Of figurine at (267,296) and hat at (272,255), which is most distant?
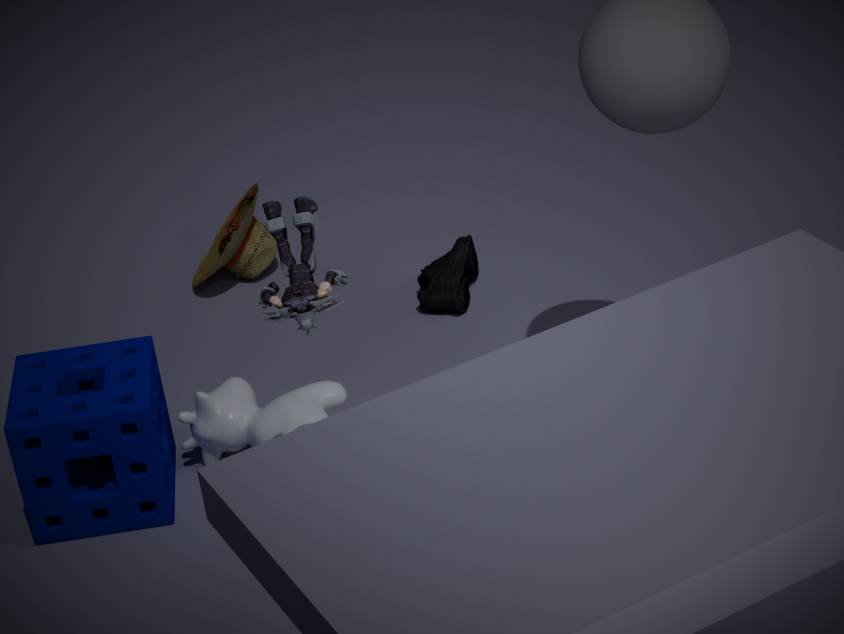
hat at (272,255)
